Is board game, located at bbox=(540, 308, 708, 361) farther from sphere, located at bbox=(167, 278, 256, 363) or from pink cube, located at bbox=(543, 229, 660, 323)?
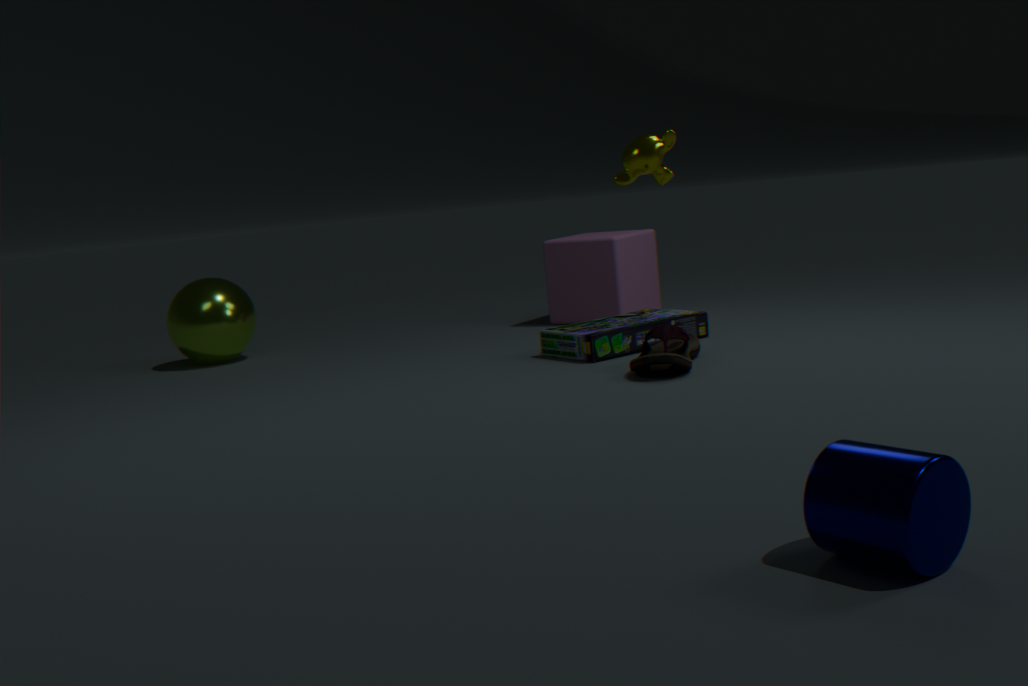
sphere, located at bbox=(167, 278, 256, 363)
